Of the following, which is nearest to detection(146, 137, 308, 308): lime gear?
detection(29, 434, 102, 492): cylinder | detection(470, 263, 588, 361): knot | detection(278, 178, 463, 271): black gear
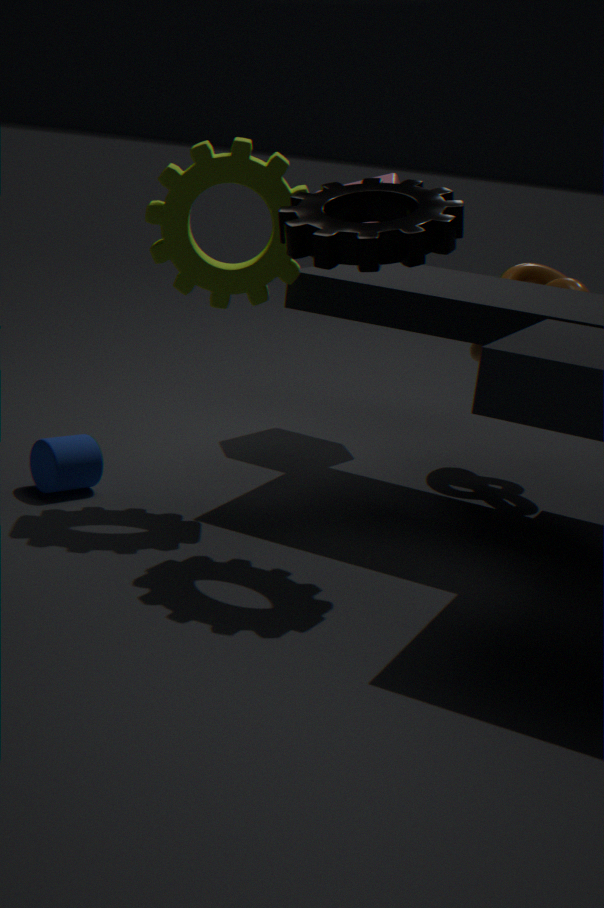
detection(278, 178, 463, 271): black gear
